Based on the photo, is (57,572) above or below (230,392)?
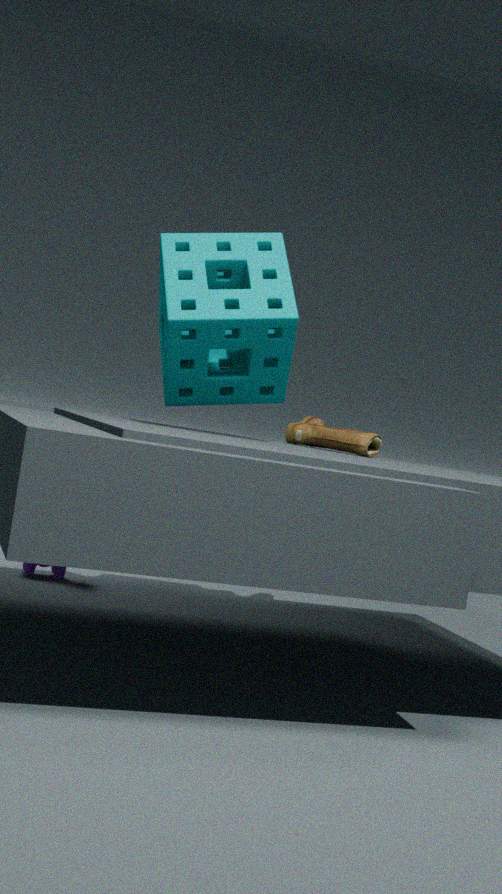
below
